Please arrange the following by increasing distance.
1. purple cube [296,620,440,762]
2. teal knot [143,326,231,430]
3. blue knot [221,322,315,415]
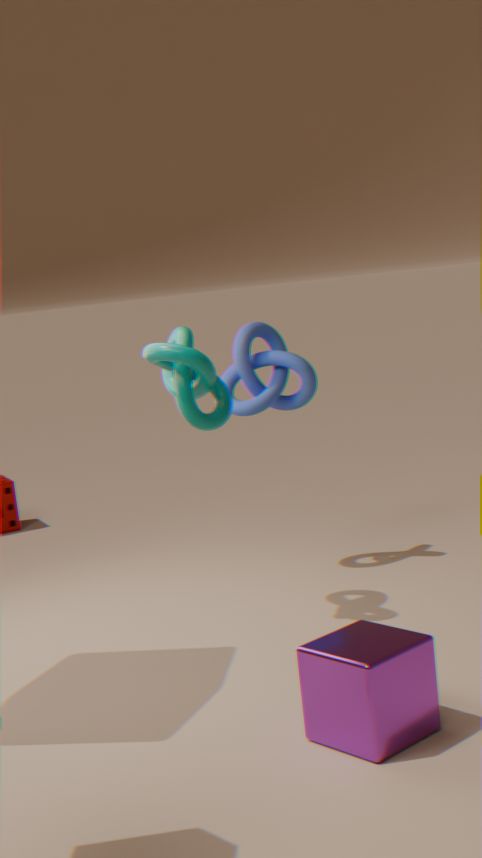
purple cube [296,620,440,762] < teal knot [143,326,231,430] < blue knot [221,322,315,415]
